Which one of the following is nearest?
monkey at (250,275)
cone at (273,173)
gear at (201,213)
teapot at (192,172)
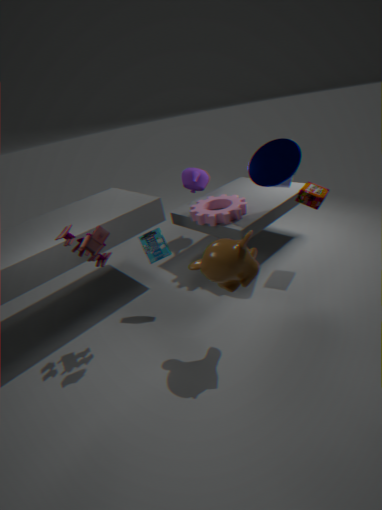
monkey at (250,275)
